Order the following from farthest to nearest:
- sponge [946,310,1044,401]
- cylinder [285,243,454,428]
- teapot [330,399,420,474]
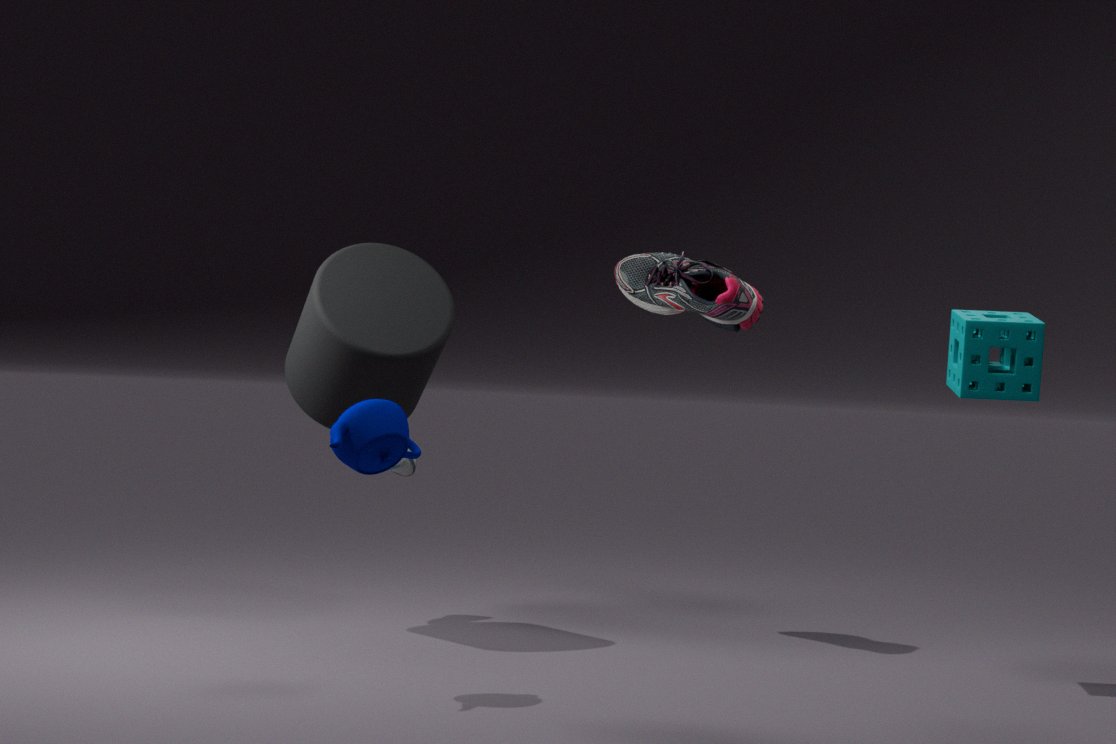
cylinder [285,243,454,428]
sponge [946,310,1044,401]
teapot [330,399,420,474]
